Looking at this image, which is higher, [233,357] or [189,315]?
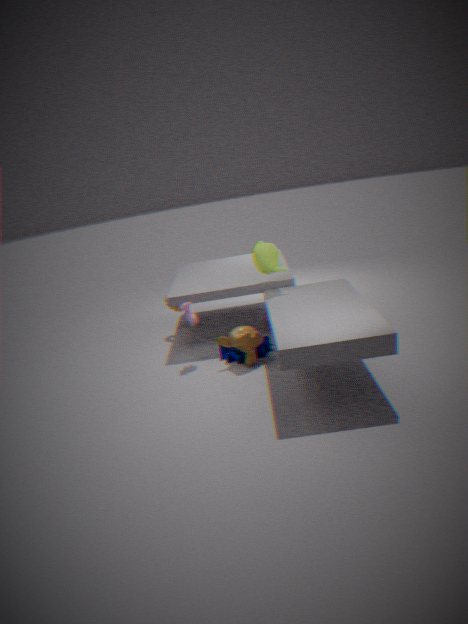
[189,315]
